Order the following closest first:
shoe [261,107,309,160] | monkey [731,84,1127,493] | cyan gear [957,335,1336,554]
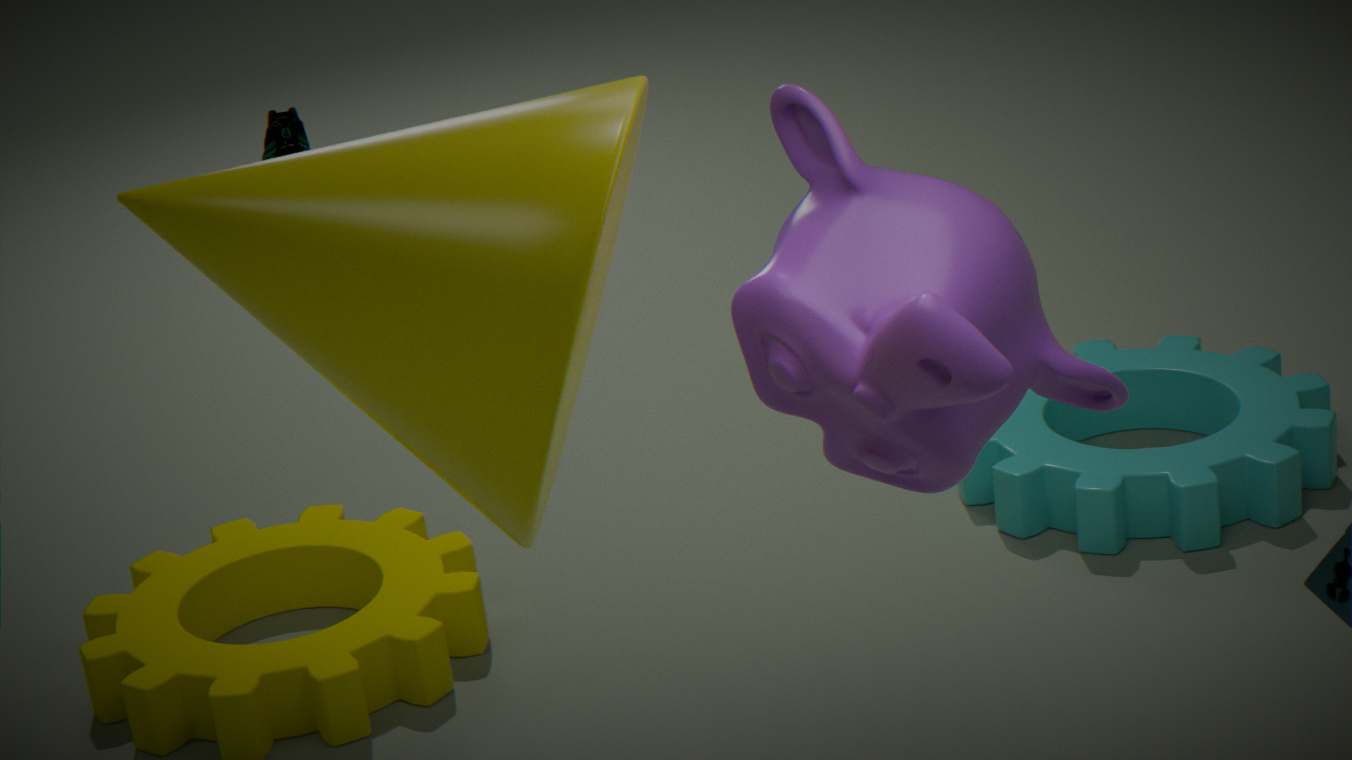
monkey [731,84,1127,493] → cyan gear [957,335,1336,554] → shoe [261,107,309,160]
